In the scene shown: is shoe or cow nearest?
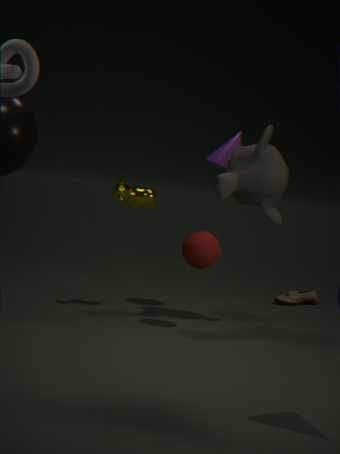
cow
